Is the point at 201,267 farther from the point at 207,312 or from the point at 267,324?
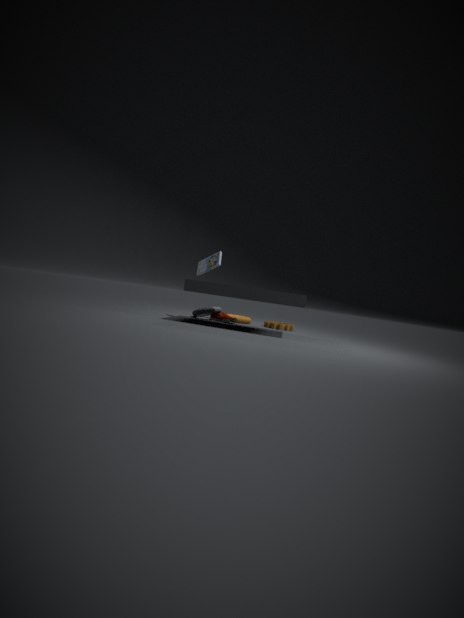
the point at 267,324
